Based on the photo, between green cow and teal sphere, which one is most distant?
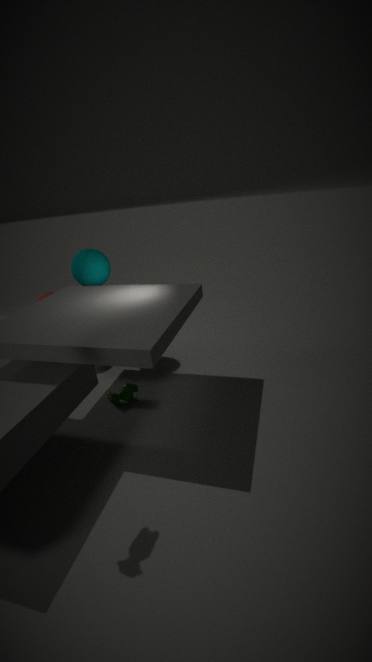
teal sphere
